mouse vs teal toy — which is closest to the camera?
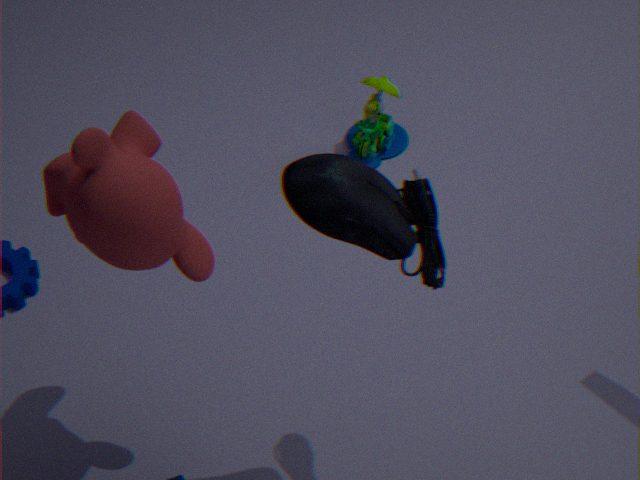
mouse
